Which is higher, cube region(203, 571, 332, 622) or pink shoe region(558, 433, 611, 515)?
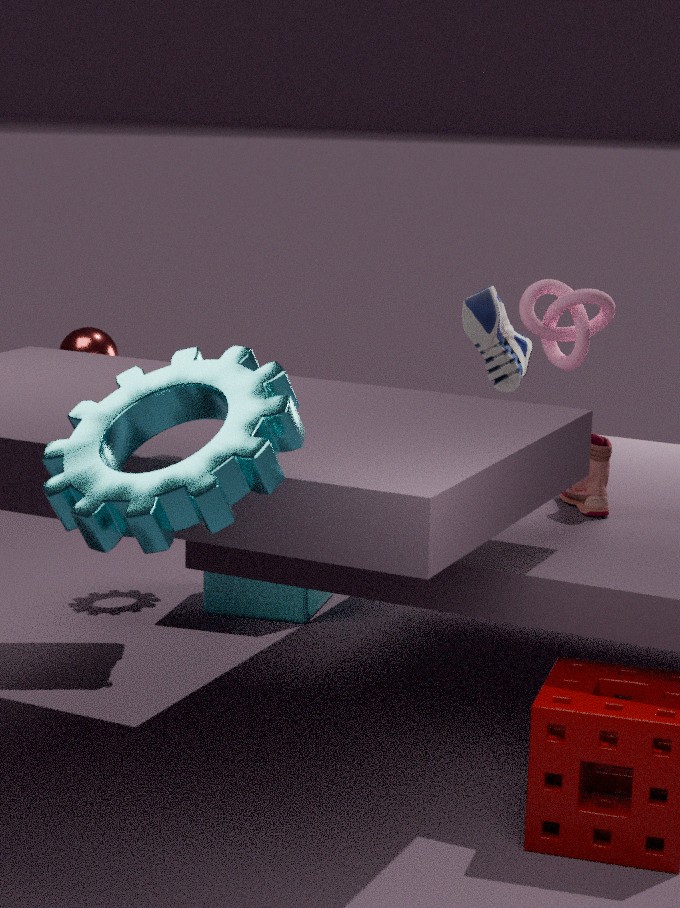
pink shoe region(558, 433, 611, 515)
